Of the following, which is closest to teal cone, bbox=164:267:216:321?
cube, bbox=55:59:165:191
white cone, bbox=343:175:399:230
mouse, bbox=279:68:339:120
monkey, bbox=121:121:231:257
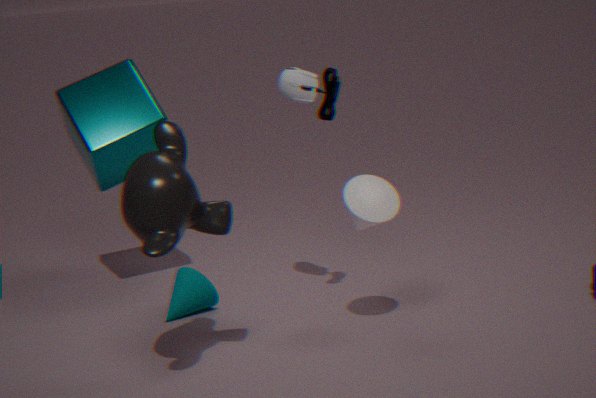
cube, bbox=55:59:165:191
